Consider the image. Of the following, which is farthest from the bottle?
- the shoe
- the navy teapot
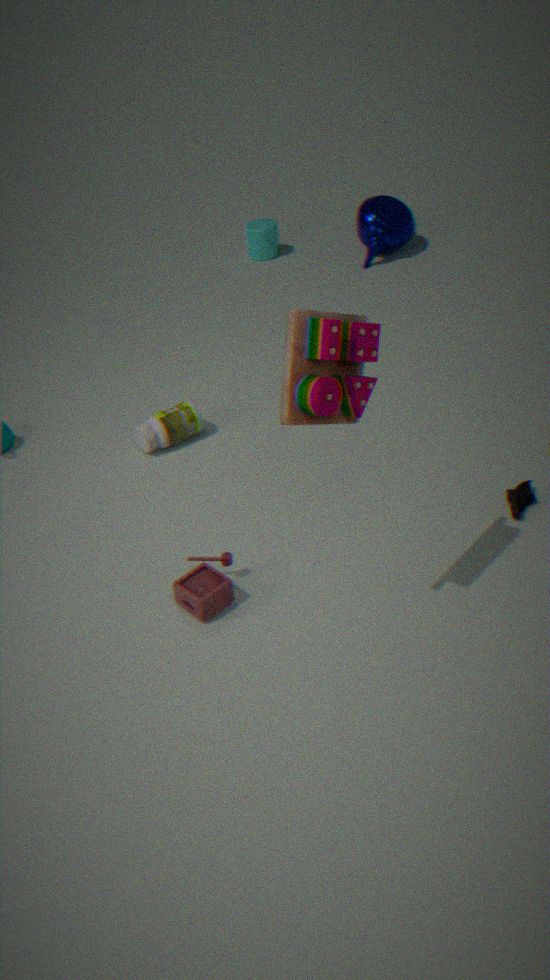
the navy teapot
